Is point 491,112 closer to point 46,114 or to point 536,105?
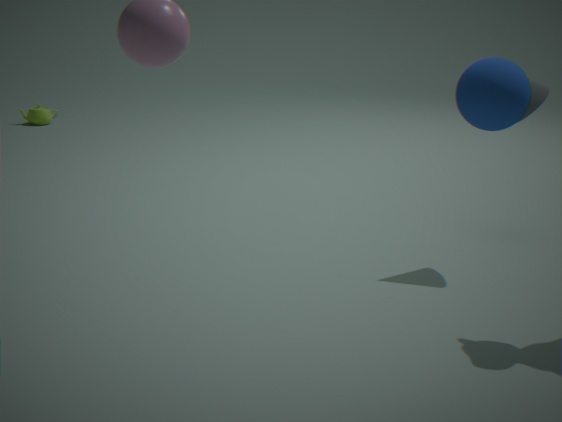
point 536,105
